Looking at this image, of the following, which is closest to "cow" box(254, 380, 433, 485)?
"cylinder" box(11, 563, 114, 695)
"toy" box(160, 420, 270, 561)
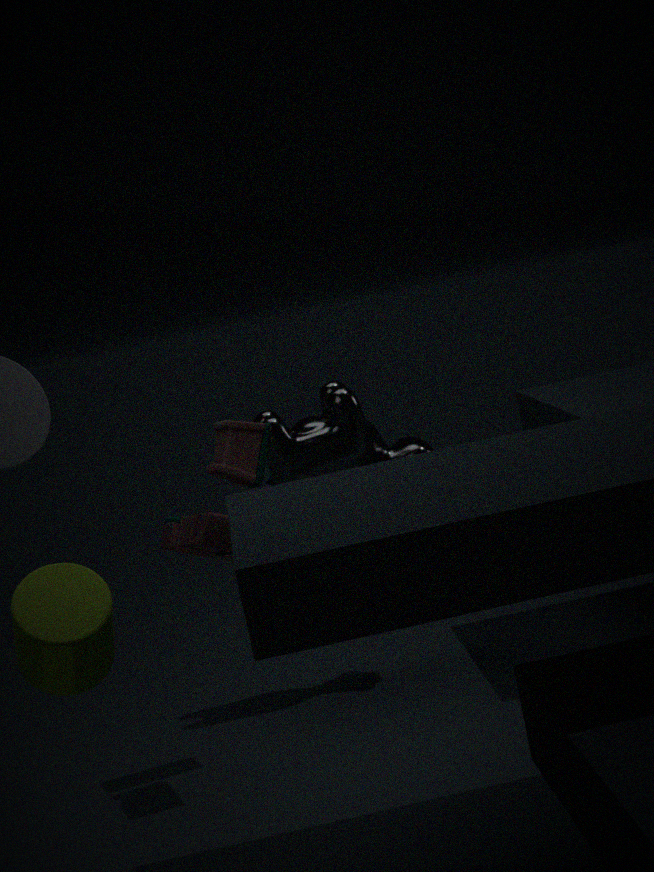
"toy" box(160, 420, 270, 561)
